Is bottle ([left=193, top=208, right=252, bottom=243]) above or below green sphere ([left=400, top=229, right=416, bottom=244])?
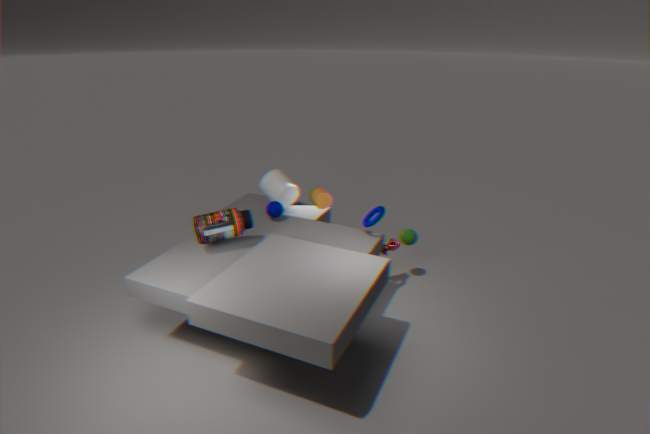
above
